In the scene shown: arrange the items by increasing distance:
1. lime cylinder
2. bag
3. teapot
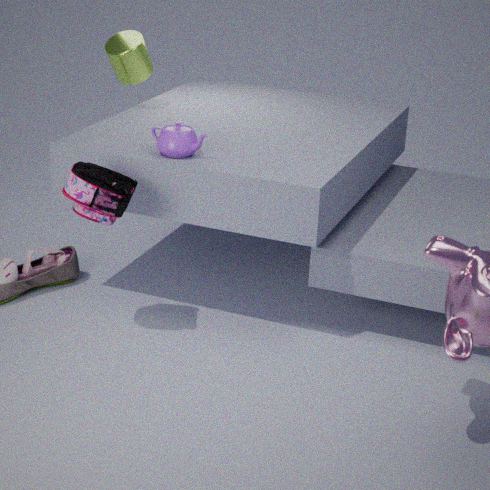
bag
teapot
lime cylinder
